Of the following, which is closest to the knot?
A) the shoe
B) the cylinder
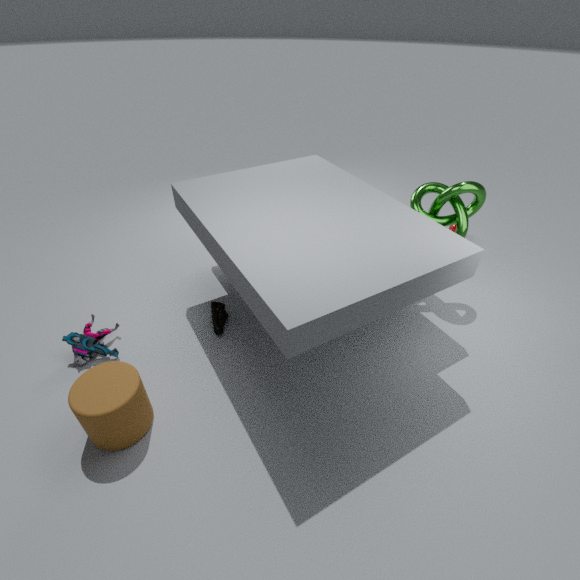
the shoe
